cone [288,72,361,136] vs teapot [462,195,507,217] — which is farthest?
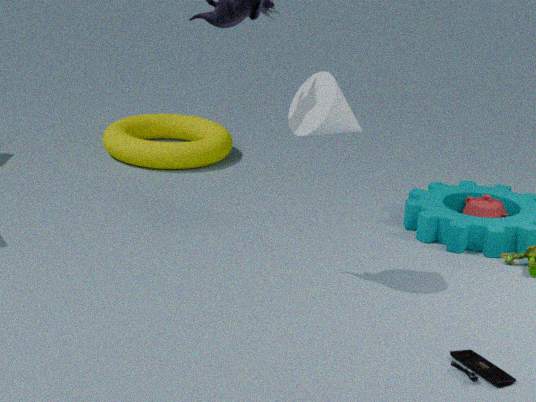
teapot [462,195,507,217]
